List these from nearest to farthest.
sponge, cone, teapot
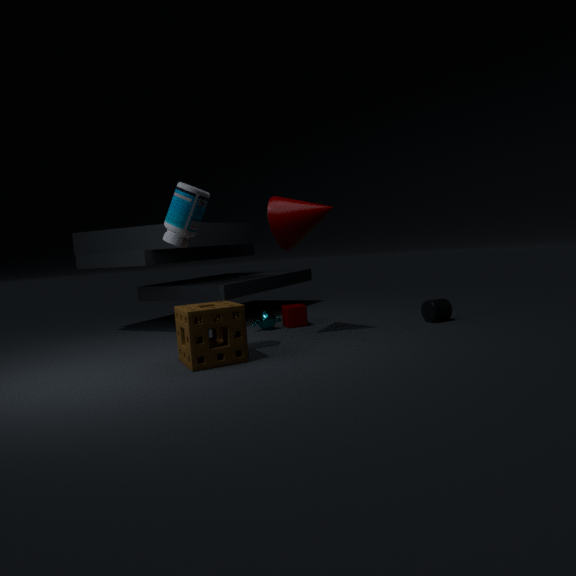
sponge, cone, teapot
